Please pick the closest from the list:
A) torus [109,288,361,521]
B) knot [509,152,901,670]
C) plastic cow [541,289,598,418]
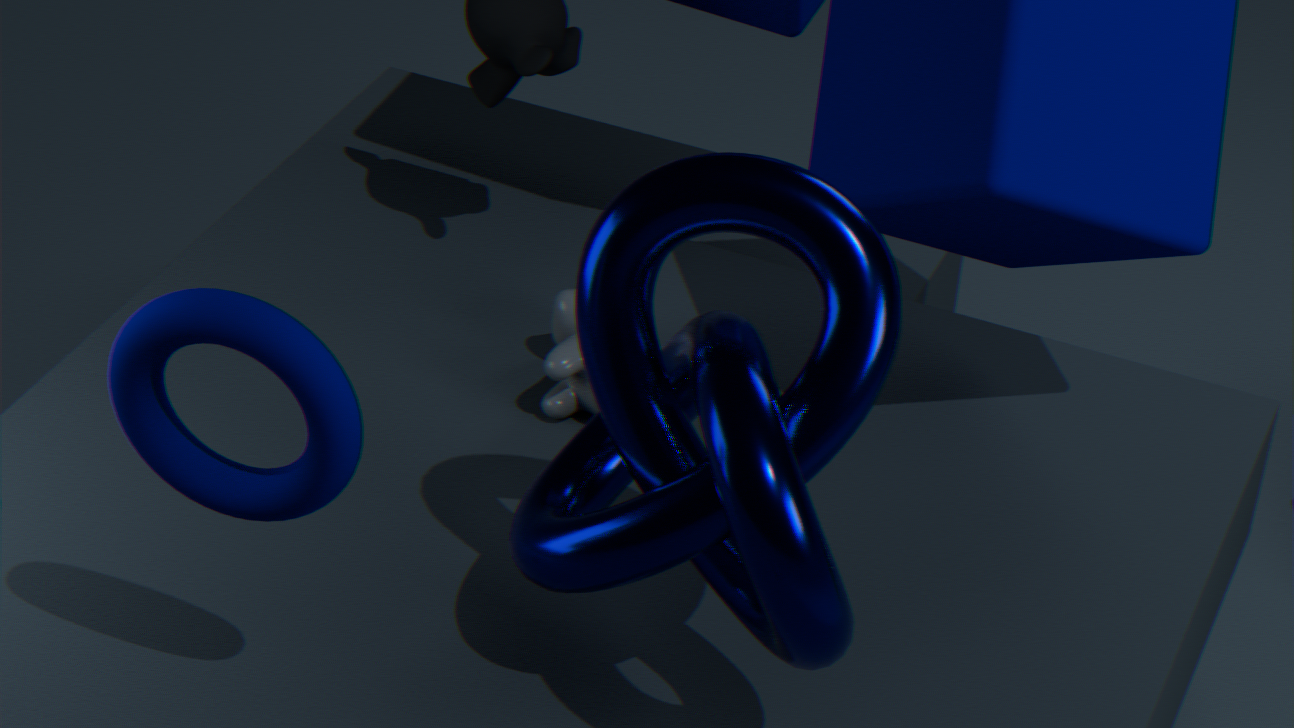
A. torus [109,288,361,521]
